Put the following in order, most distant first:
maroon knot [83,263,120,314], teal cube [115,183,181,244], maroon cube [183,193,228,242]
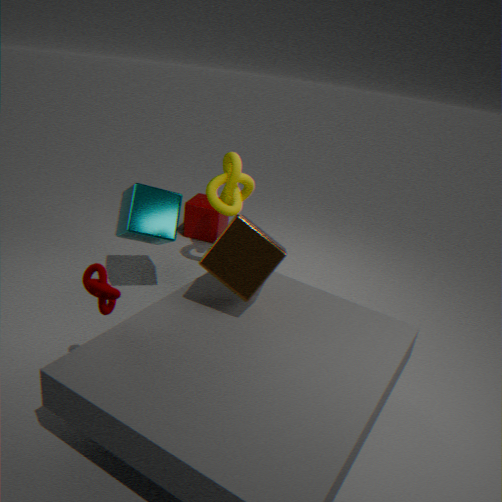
1. maroon cube [183,193,228,242]
2. teal cube [115,183,181,244]
3. maroon knot [83,263,120,314]
